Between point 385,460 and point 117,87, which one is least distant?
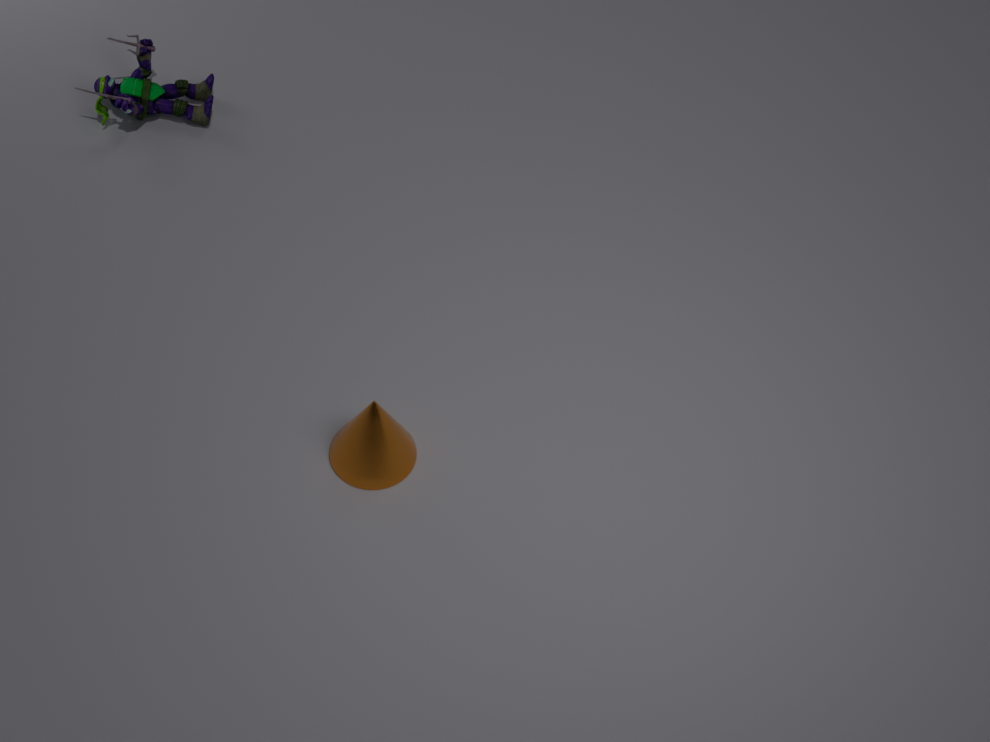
point 385,460
